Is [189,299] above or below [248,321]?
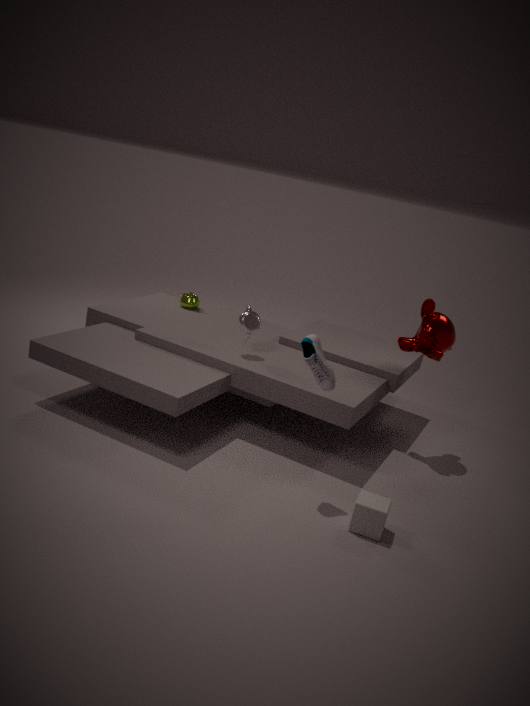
below
